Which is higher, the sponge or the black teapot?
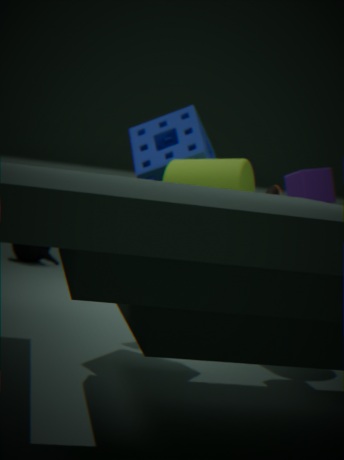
the sponge
